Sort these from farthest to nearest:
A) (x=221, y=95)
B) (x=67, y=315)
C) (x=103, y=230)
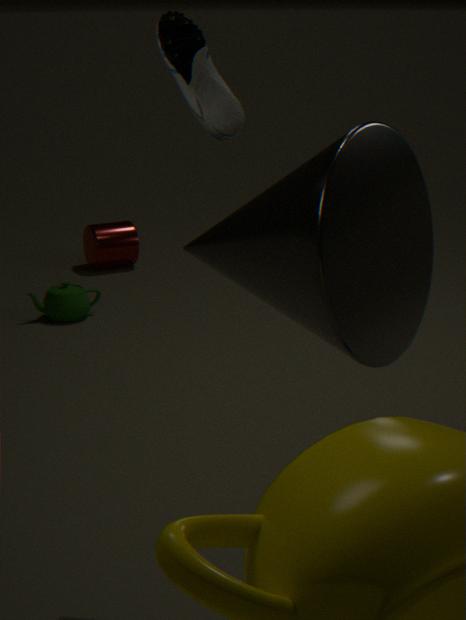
(x=103, y=230) < (x=67, y=315) < (x=221, y=95)
